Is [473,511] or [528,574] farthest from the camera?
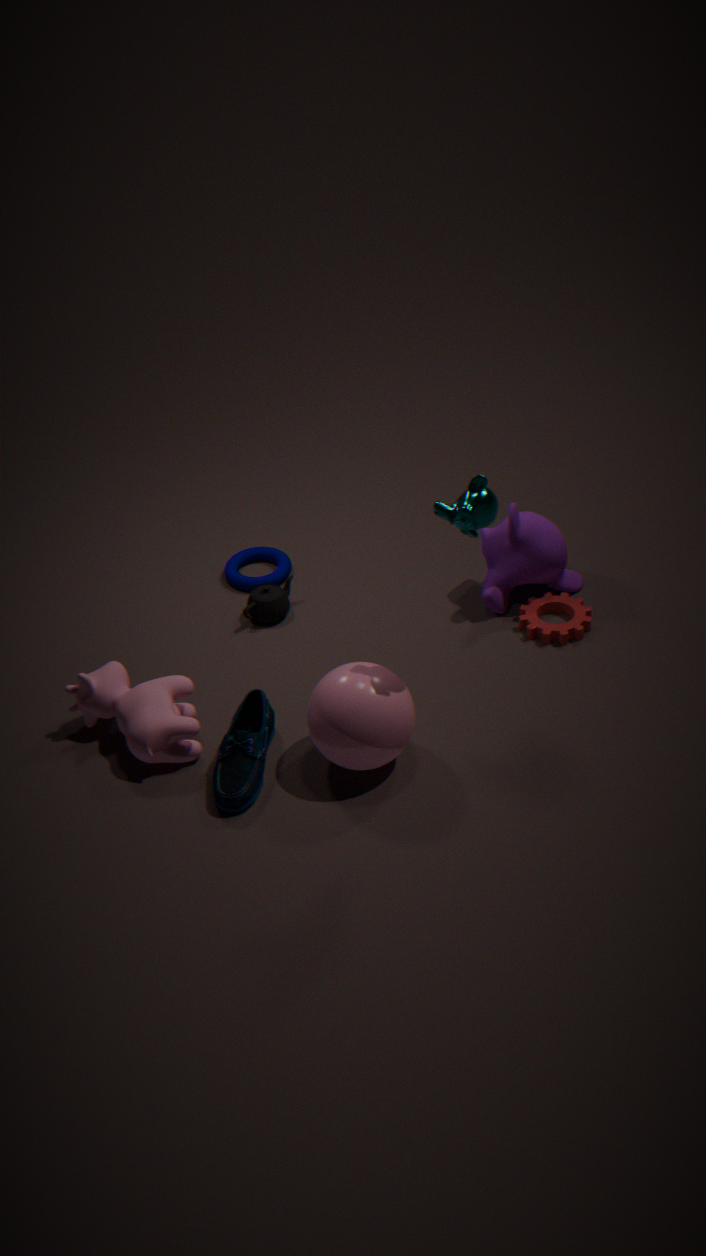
[528,574]
